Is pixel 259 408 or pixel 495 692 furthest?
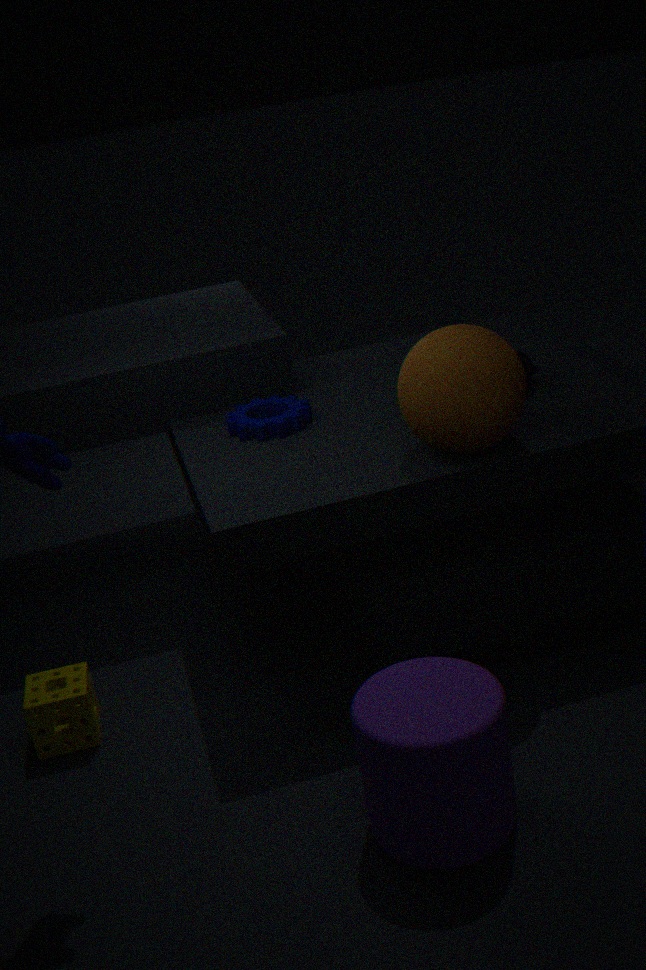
pixel 259 408
